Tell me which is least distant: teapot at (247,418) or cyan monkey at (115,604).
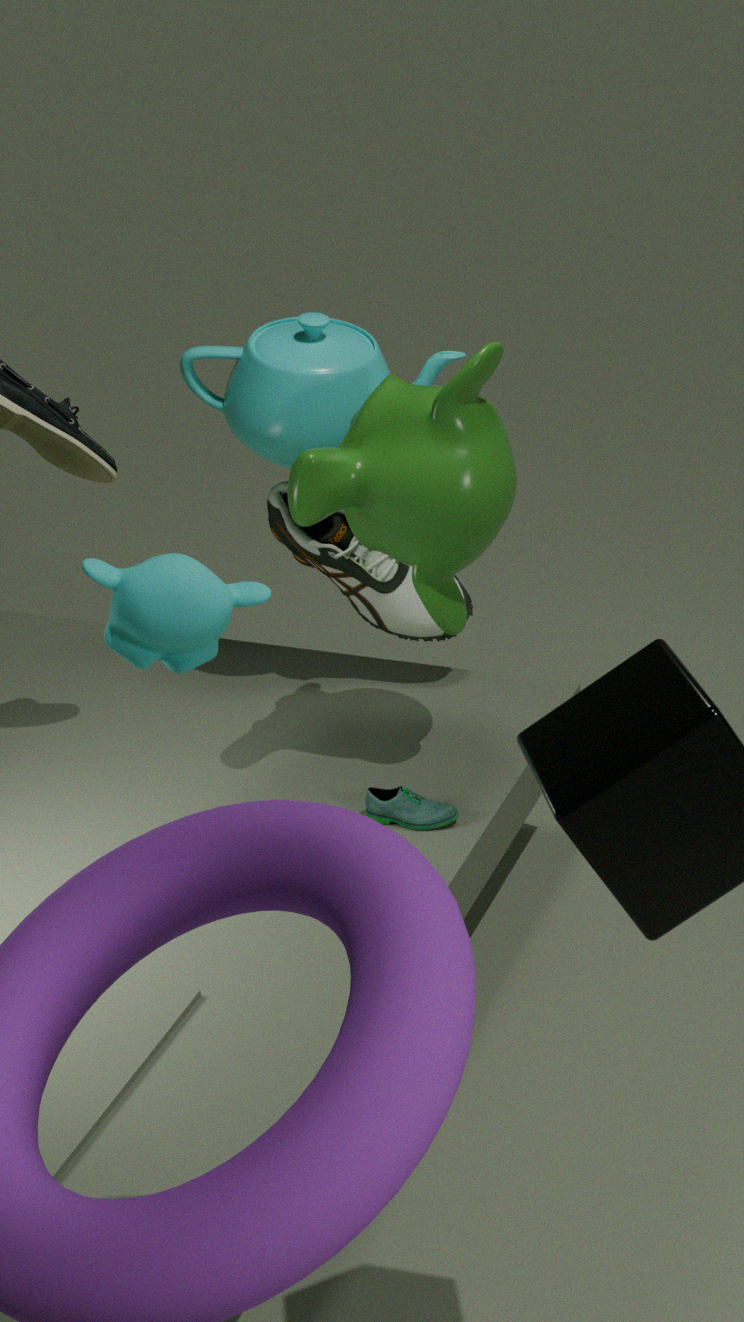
cyan monkey at (115,604)
